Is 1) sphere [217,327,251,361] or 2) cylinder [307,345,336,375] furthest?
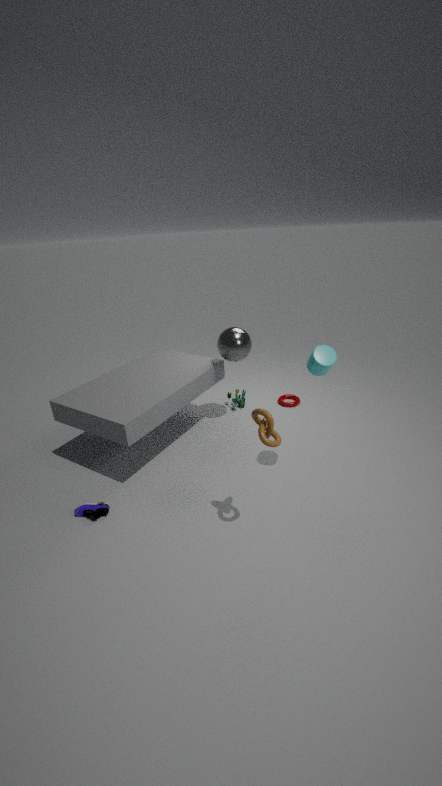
1. sphere [217,327,251,361]
